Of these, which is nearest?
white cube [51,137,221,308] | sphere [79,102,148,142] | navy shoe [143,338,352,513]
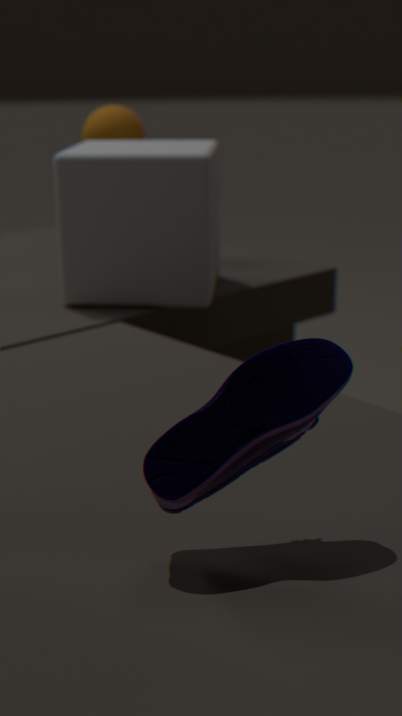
navy shoe [143,338,352,513]
